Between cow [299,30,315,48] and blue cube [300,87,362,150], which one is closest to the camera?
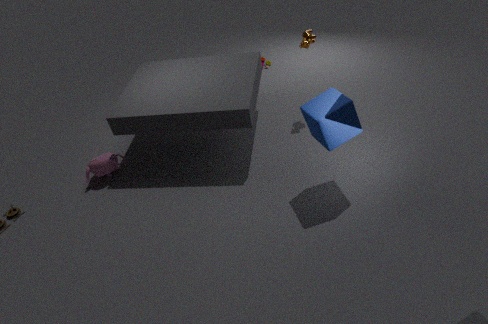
blue cube [300,87,362,150]
